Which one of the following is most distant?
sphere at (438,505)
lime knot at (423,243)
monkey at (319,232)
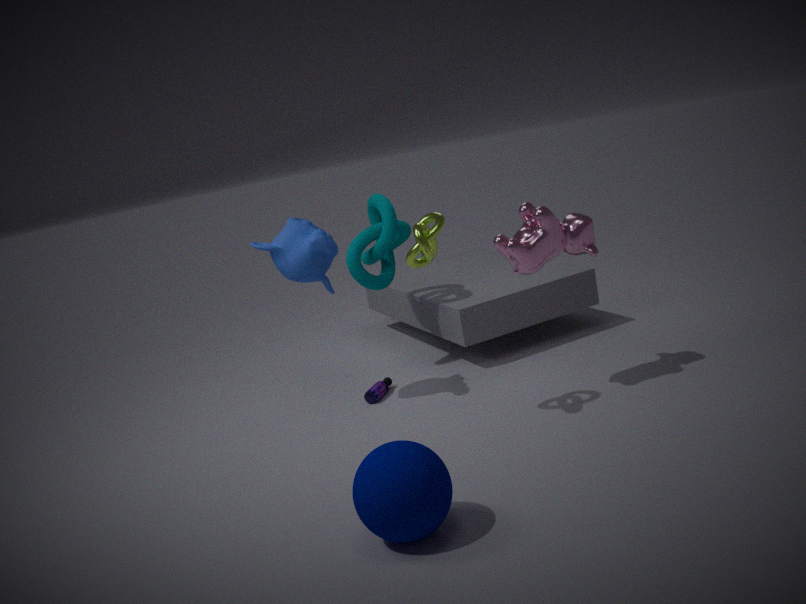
monkey at (319,232)
